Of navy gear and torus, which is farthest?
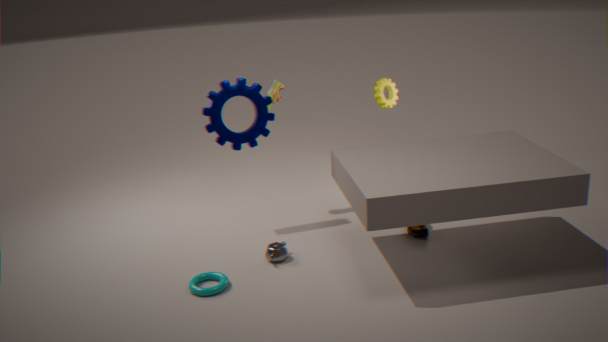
navy gear
